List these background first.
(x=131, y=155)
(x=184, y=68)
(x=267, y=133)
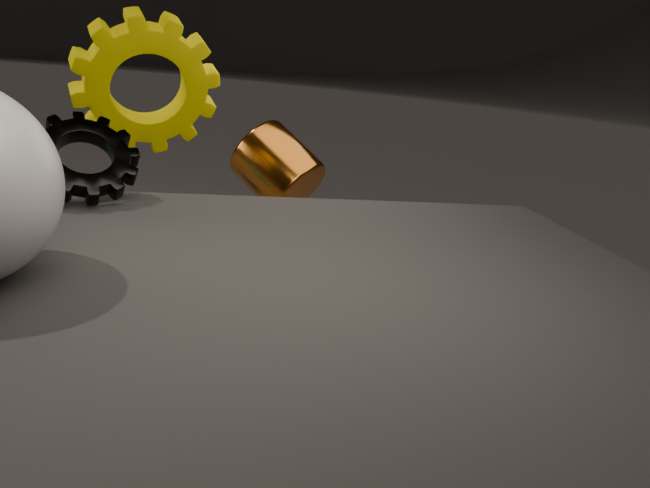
(x=267, y=133) → (x=184, y=68) → (x=131, y=155)
